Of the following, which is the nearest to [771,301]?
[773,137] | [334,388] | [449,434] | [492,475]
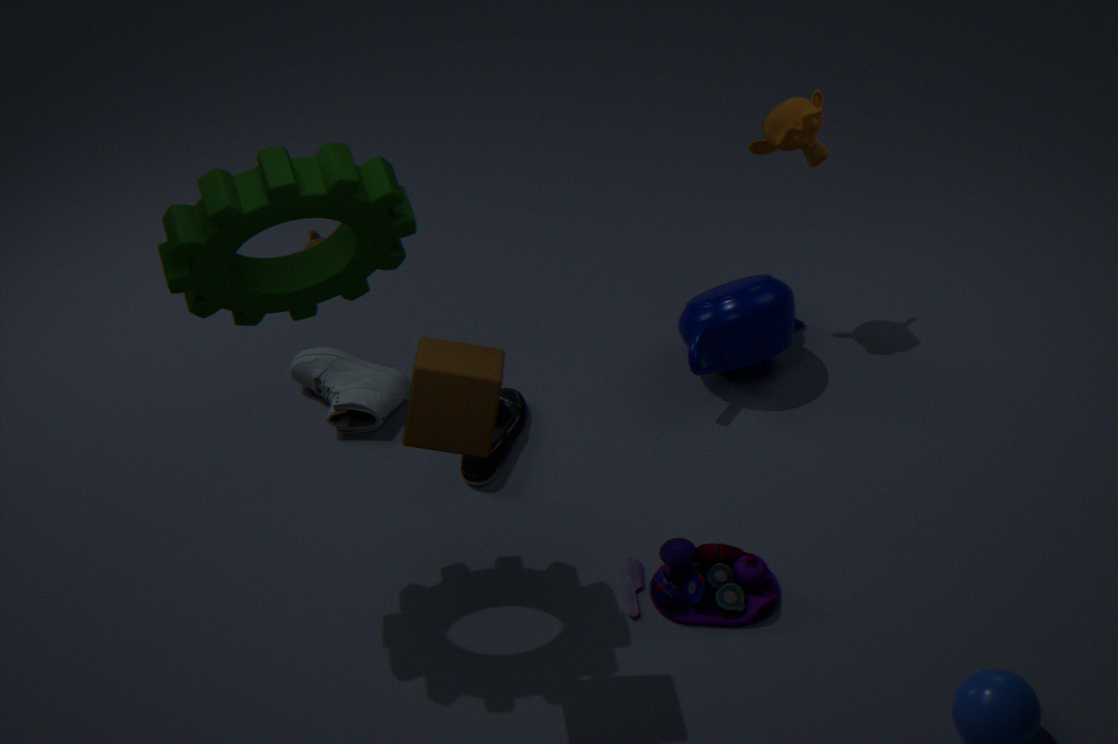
[773,137]
